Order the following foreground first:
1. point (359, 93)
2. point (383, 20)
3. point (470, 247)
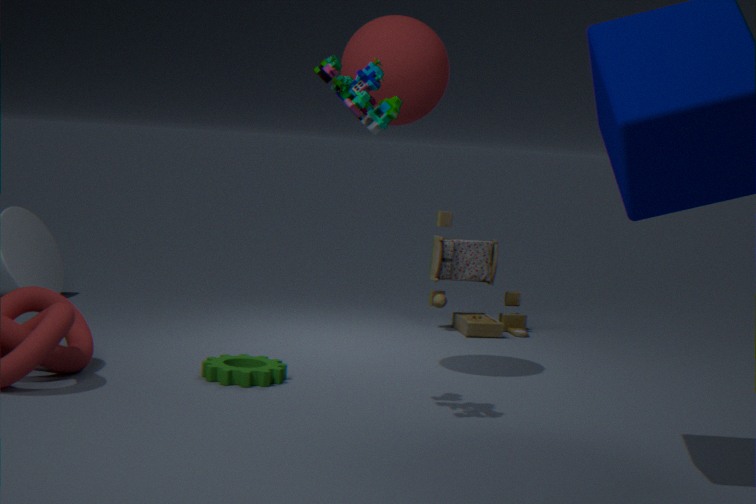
point (359, 93), point (383, 20), point (470, 247)
